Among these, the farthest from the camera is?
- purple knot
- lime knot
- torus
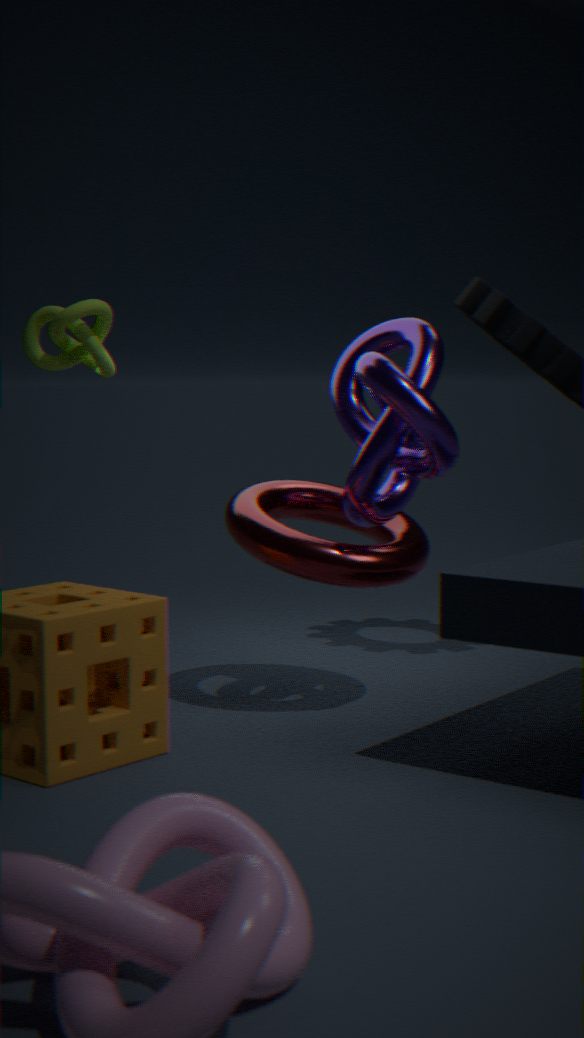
lime knot
